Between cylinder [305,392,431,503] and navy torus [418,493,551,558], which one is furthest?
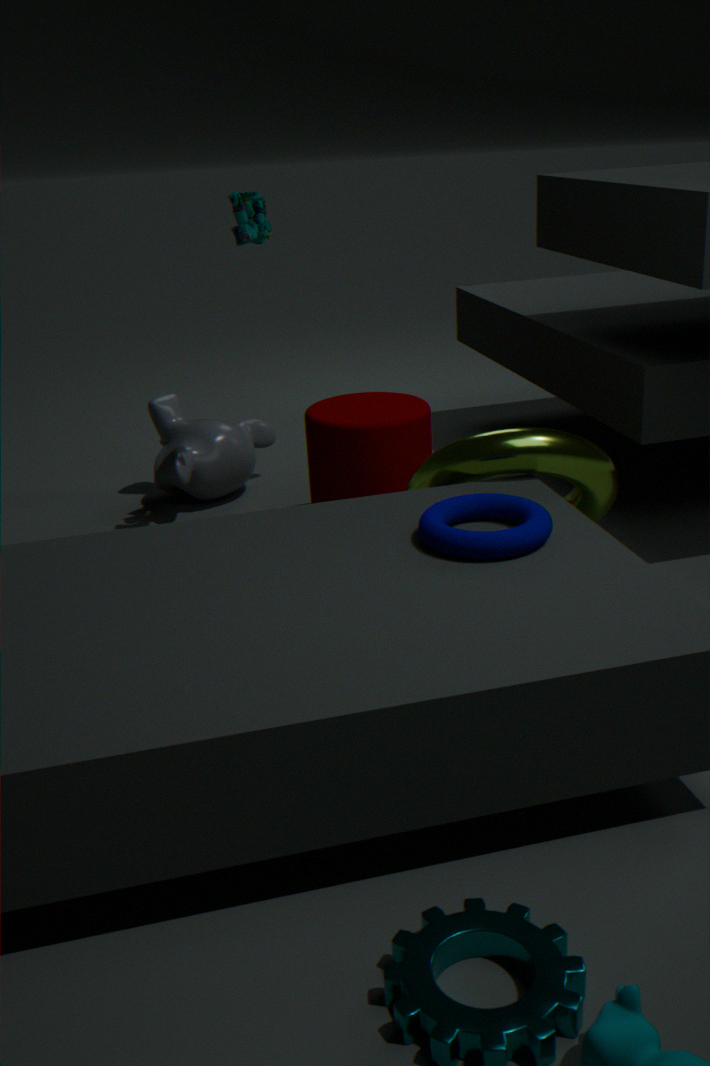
cylinder [305,392,431,503]
